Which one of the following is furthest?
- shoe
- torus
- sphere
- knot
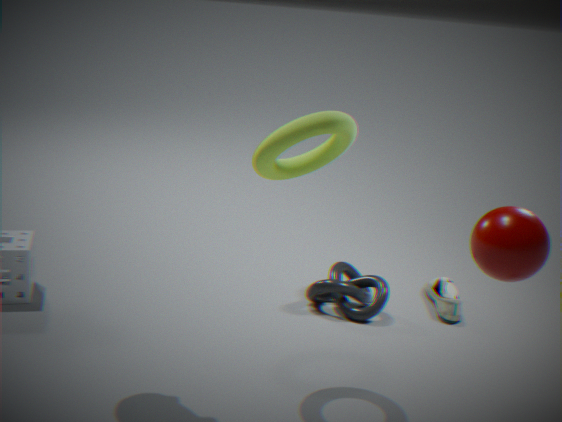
shoe
